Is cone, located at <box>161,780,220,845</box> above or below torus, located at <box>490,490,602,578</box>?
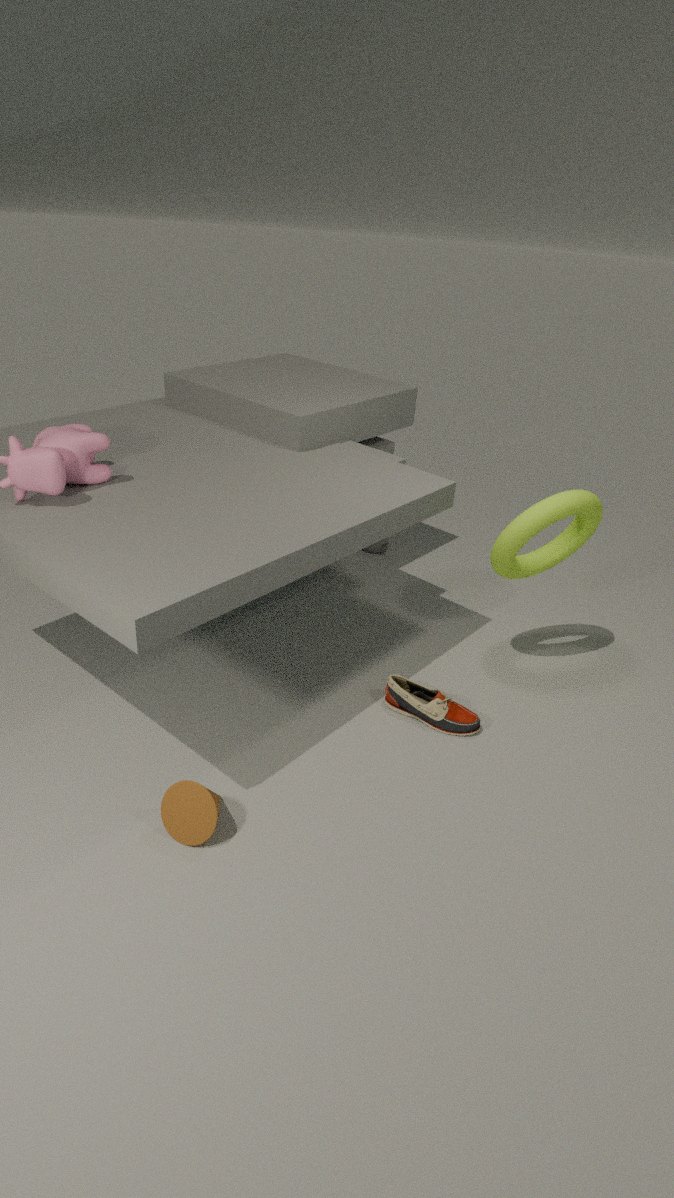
below
